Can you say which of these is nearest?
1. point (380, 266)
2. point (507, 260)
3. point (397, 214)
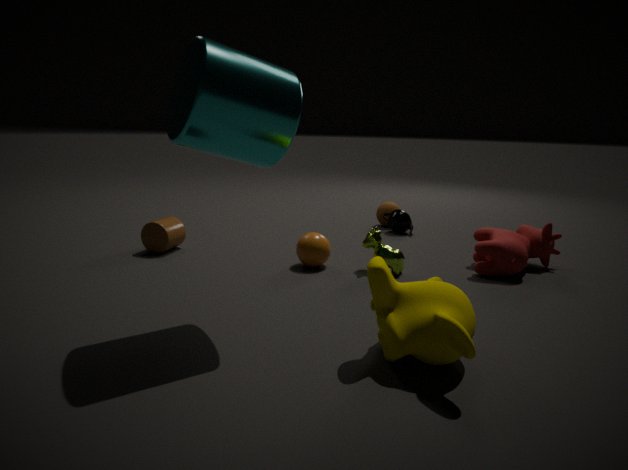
point (380, 266)
